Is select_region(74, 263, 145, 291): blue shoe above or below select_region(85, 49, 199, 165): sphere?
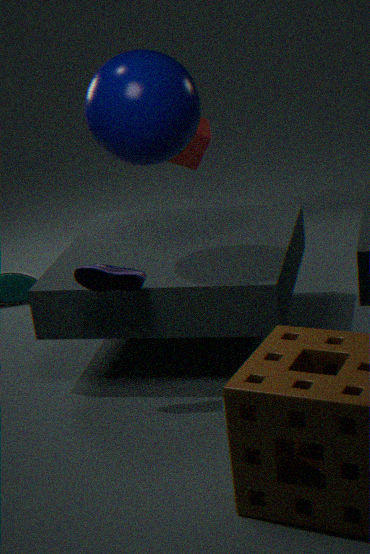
below
